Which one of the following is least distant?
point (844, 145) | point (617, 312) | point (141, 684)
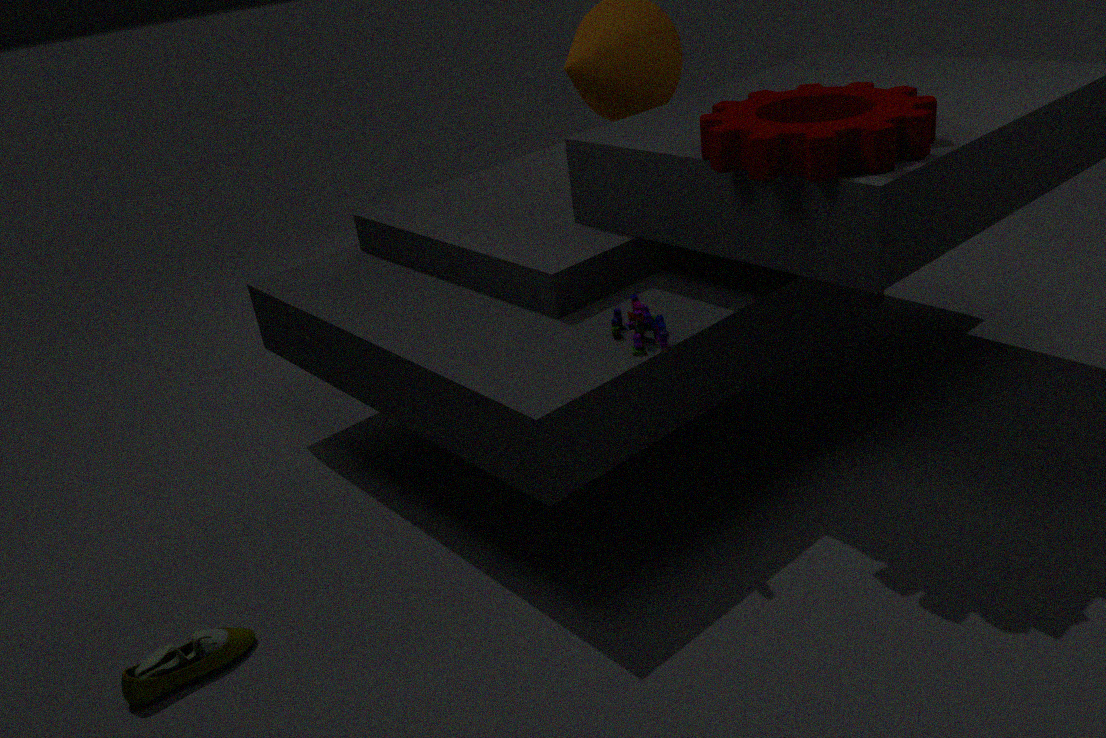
point (844, 145)
